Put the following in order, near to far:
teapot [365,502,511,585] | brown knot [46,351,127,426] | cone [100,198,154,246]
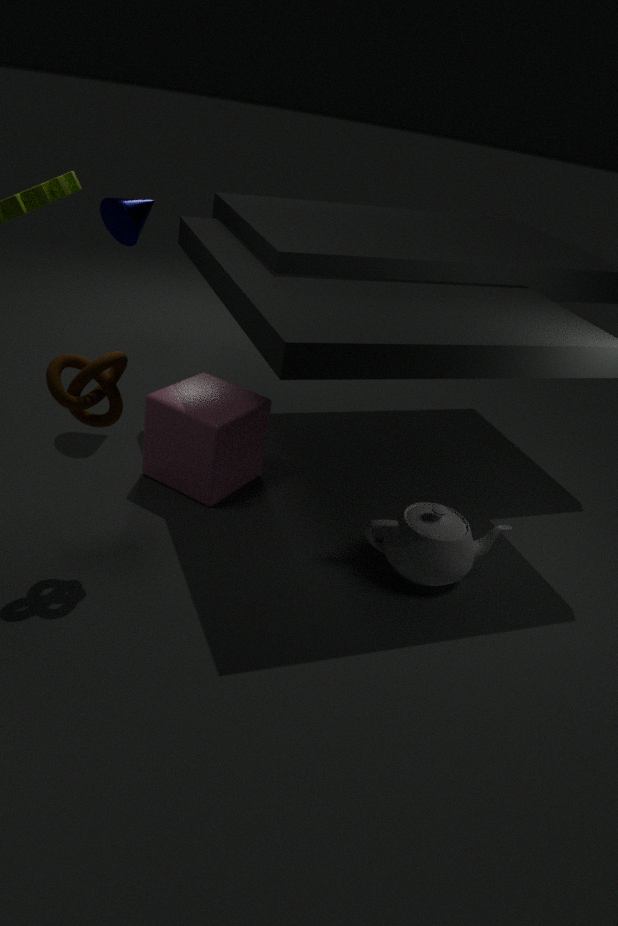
brown knot [46,351,127,426] → teapot [365,502,511,585] → cone [100,198,154,246]
